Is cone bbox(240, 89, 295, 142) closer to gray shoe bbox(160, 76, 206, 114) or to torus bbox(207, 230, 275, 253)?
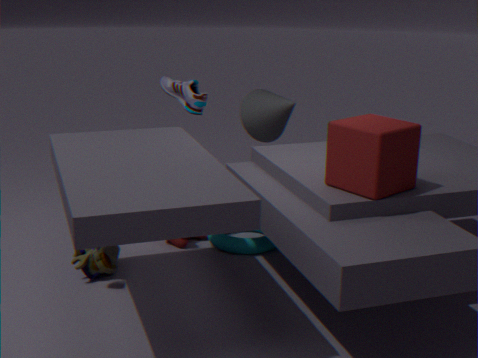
gray shoe bbox(160, 76, 206, 114)
